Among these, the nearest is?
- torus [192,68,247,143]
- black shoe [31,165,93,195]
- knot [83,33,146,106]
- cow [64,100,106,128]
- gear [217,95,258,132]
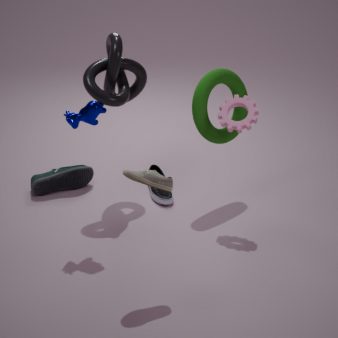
cow [64,100,106,128]
